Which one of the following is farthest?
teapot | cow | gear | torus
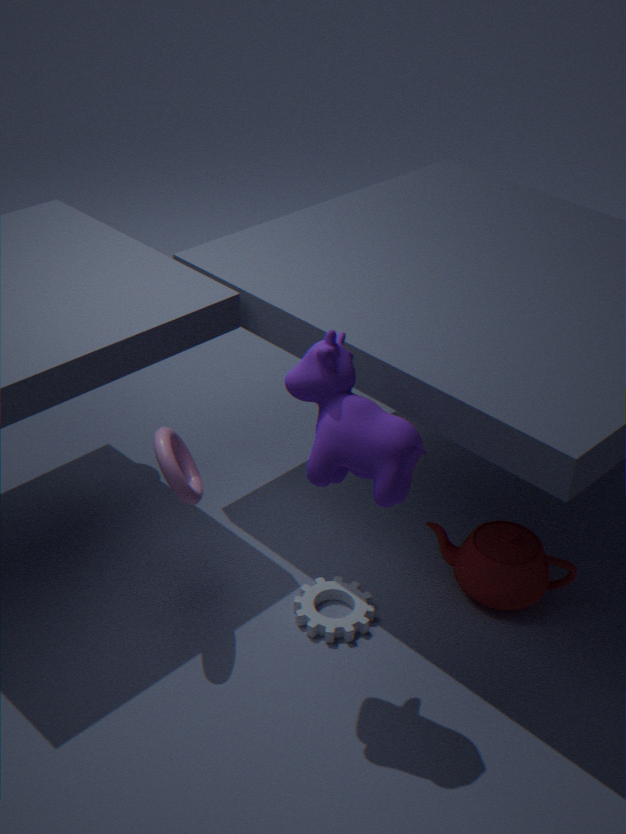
teapot
